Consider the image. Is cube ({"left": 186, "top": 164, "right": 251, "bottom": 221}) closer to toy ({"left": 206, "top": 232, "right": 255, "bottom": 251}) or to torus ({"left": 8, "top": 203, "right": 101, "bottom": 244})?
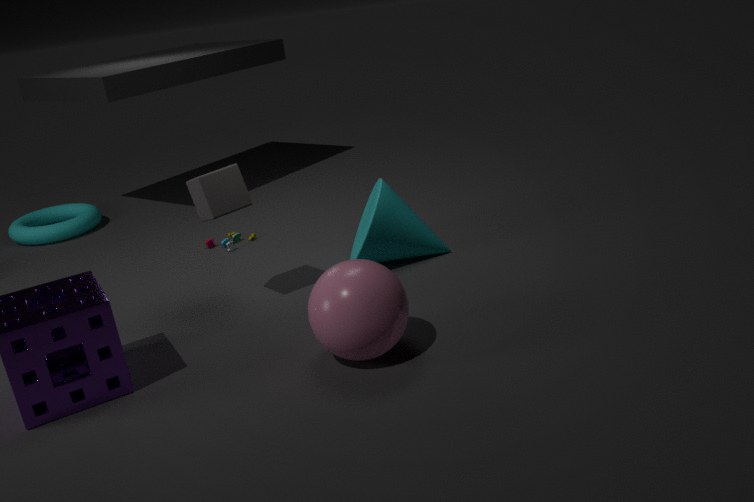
toy ({"left": 206, "top": 232, "right": 255, "bottom": 251})
